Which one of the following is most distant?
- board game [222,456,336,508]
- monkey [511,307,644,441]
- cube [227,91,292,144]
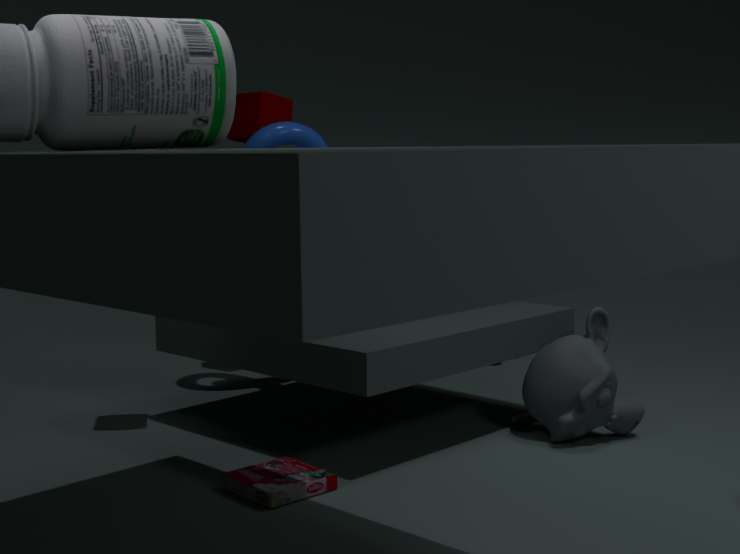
cube [227,91,292,144]
